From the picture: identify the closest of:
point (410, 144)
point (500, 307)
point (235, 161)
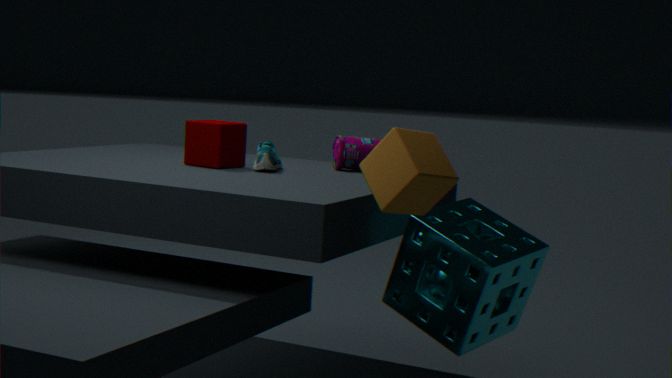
point (410, 144)
